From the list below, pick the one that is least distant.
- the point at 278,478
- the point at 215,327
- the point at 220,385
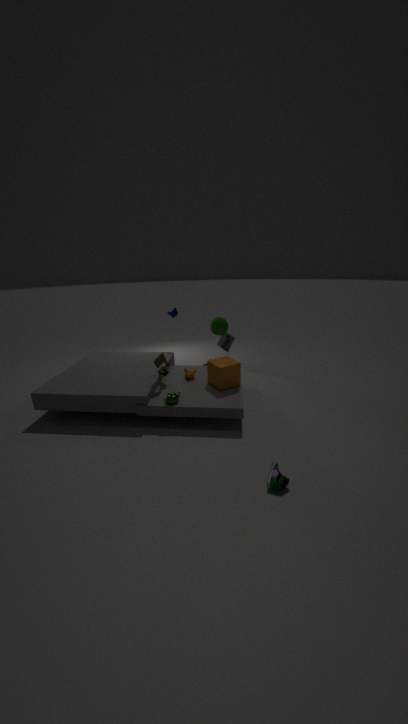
the point at 278,478
